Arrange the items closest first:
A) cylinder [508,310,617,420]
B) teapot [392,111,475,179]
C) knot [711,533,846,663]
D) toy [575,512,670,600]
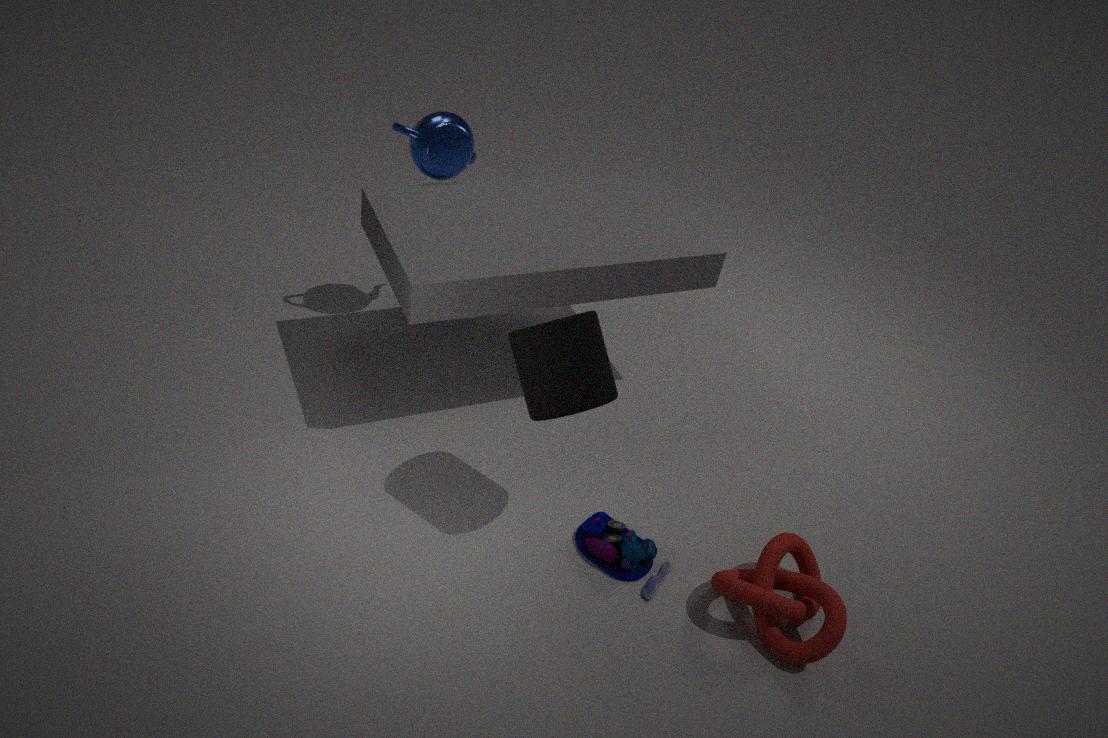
cylinder [508,310,617,420] < knot [711,533,846,663] < toy [575,512,670,600] < teapot [392,111,475,179]
